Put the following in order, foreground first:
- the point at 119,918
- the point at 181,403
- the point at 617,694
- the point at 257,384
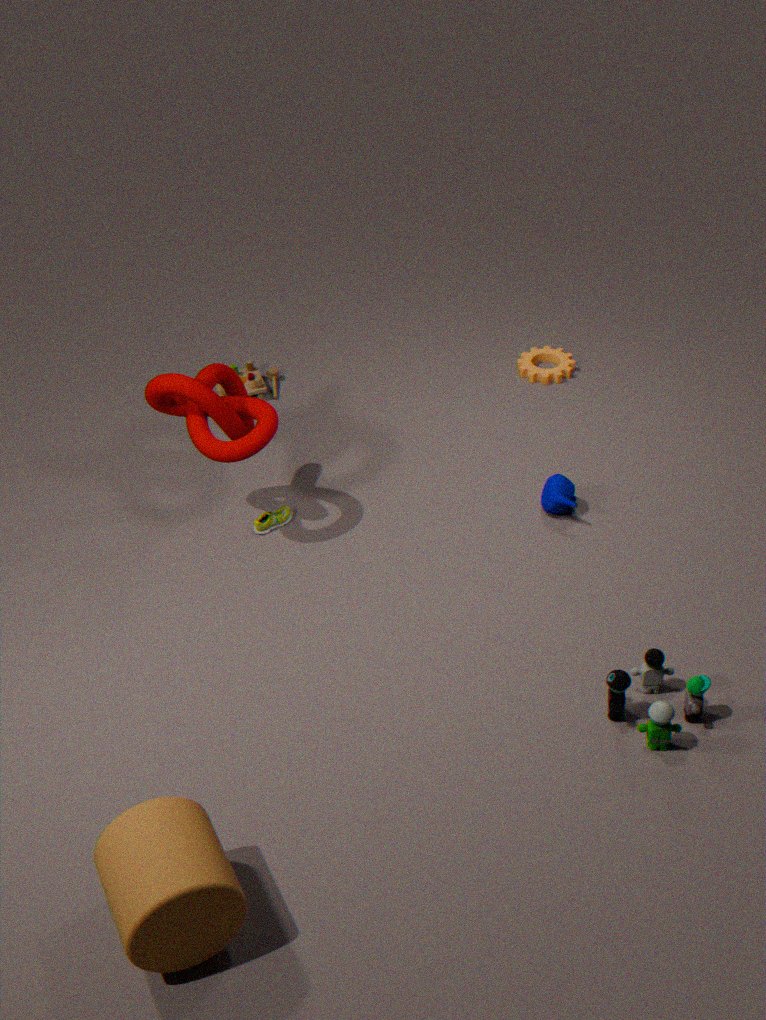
the point at 119,918
the point at 617,694
the point at 181,403
the point at 257,384
